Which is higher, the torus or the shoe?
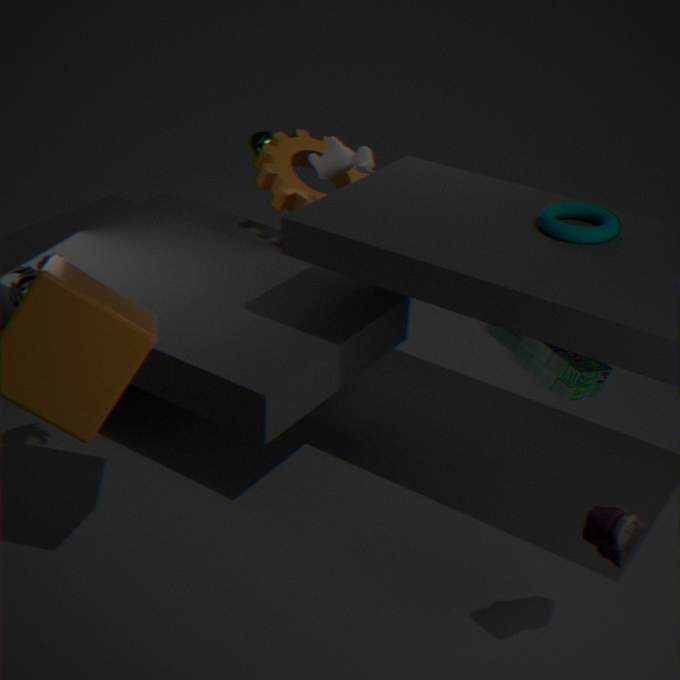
the torus
